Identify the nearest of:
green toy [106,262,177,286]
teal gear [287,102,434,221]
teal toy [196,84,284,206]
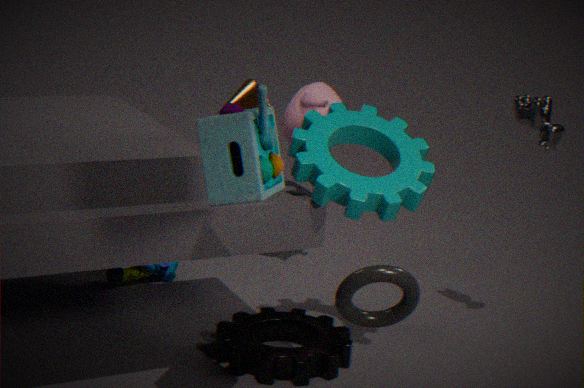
teal toy [196,84,284,206]
